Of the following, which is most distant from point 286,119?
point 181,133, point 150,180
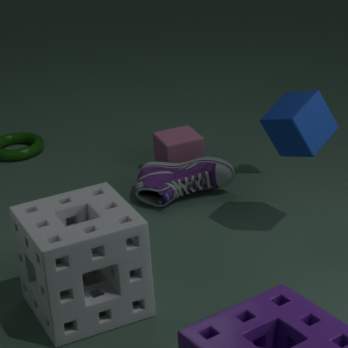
point 181,133
